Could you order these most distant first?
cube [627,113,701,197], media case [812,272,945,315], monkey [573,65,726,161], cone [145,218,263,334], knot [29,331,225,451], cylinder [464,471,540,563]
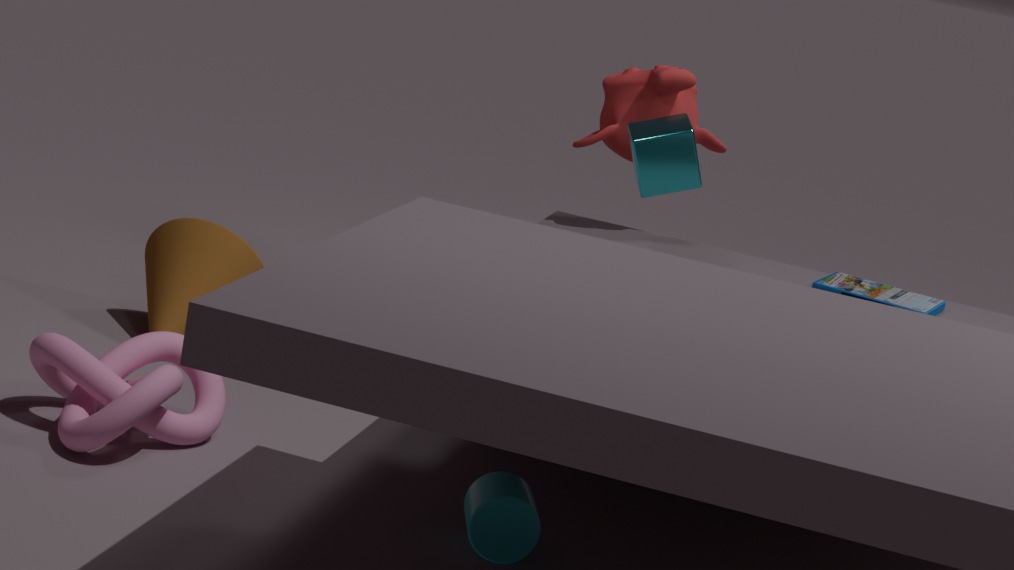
1. cone [145,218,263,334]
2. monkey [573,65,726,161]
3. media case [812,272,945,315]
4. cube [627,113,701,197]
5. knot [29,331,225,451]
6. cylinder [464,471,540,563]
